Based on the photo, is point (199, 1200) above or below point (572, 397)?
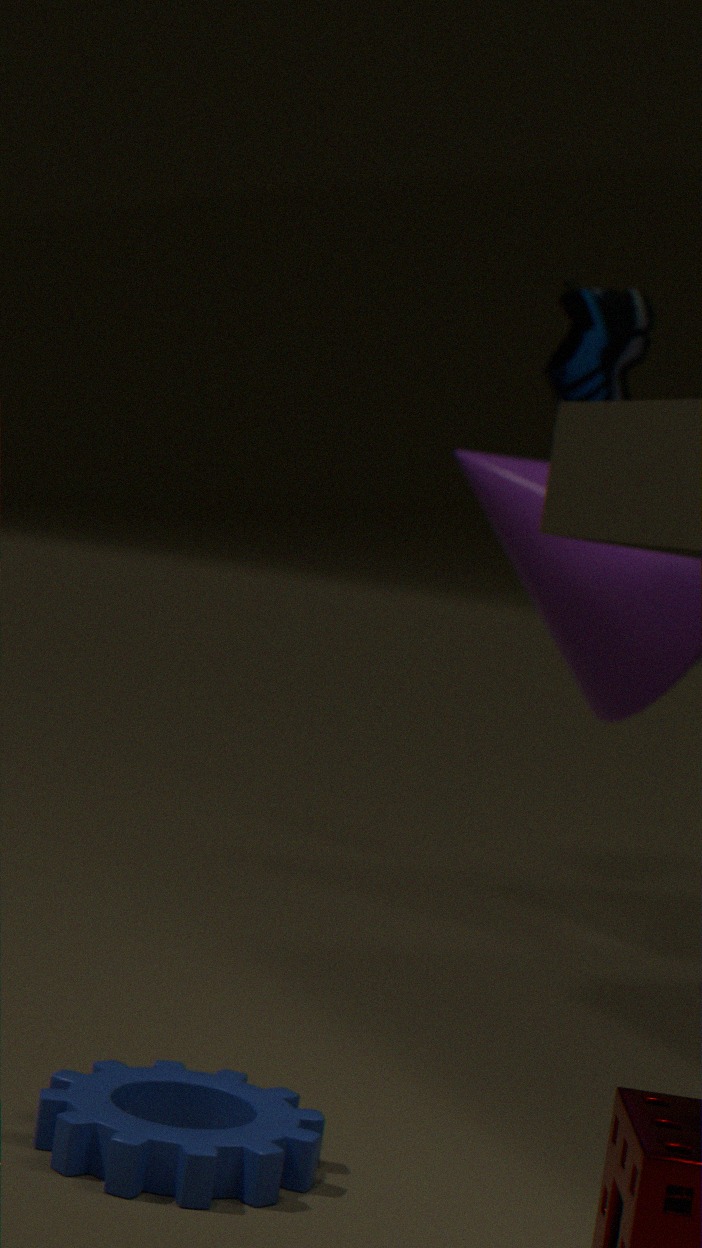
below
